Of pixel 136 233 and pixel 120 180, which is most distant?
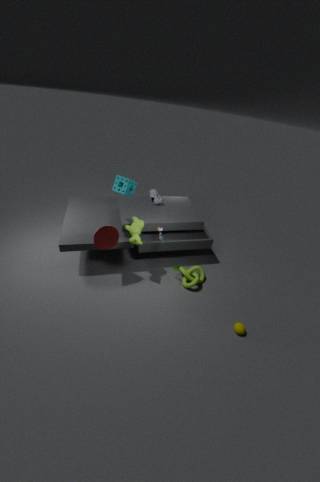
pixel 120 180
